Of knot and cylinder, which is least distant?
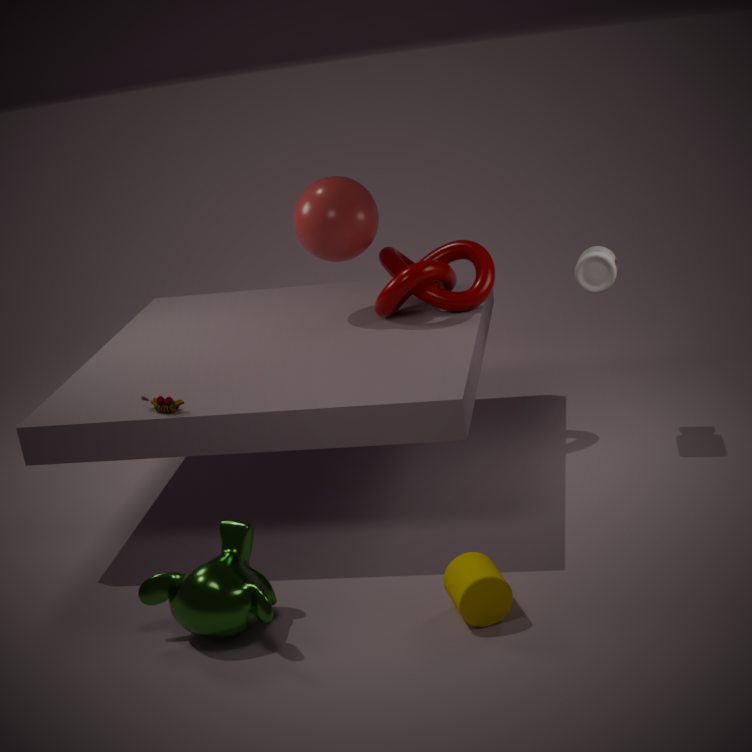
cylinder
